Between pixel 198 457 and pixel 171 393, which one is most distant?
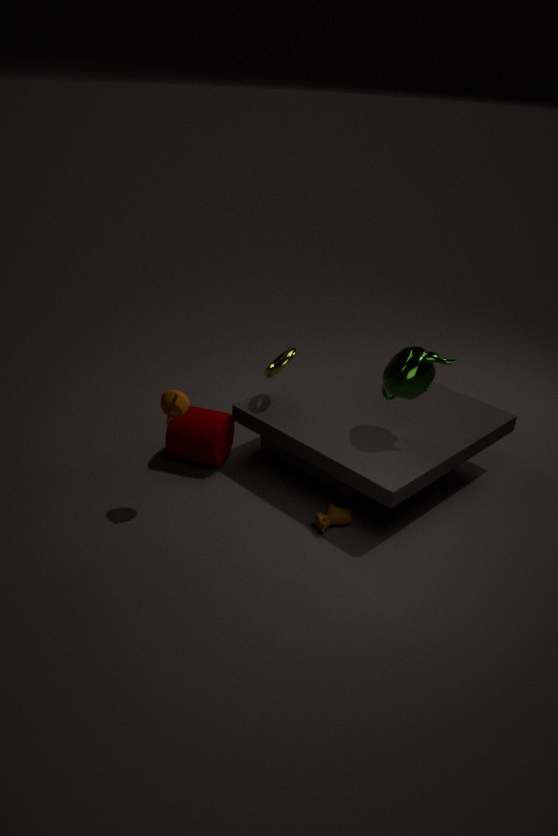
pixel 198 457
